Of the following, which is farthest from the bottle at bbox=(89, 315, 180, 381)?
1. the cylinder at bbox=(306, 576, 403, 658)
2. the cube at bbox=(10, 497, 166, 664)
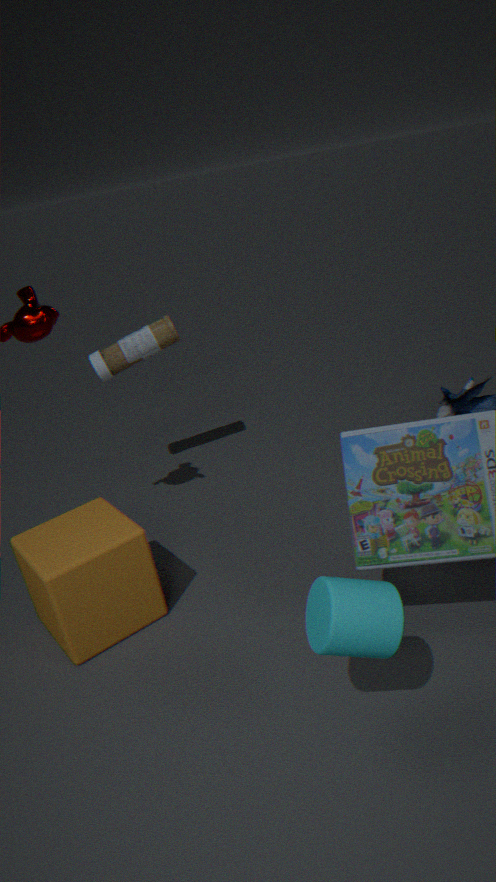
the cylinder at bbox=(306, 576, 403, 658)
